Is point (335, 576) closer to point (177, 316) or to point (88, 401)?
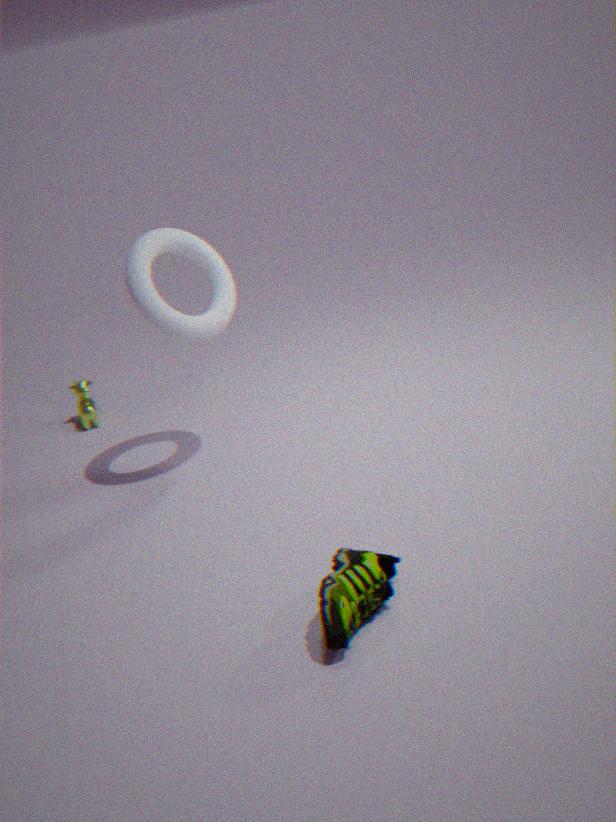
point (177, 316)
